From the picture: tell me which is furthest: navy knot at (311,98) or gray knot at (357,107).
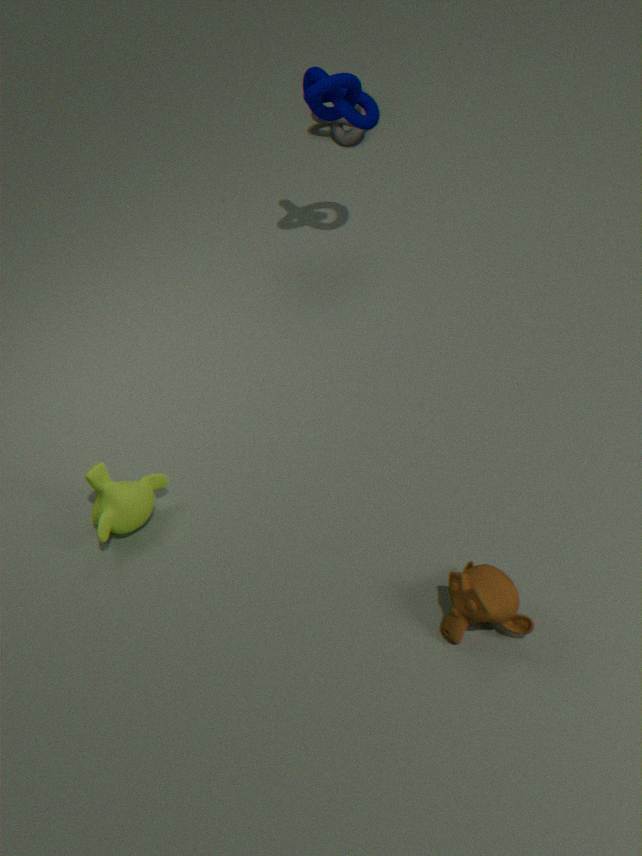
gray knot at (357,107)
